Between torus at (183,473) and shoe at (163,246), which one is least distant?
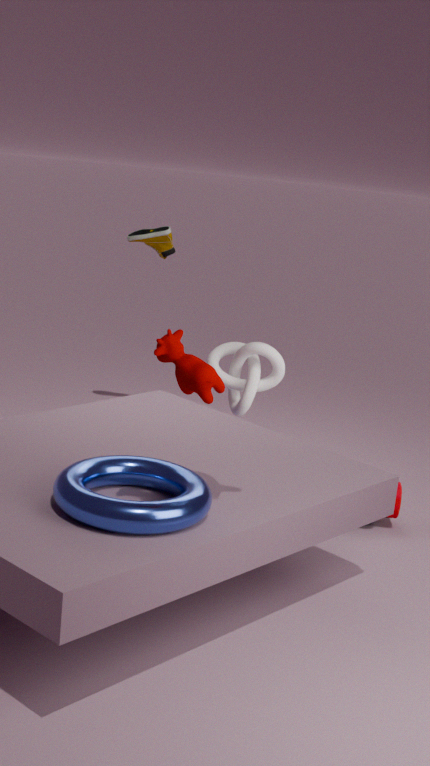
torus at (183,473)
